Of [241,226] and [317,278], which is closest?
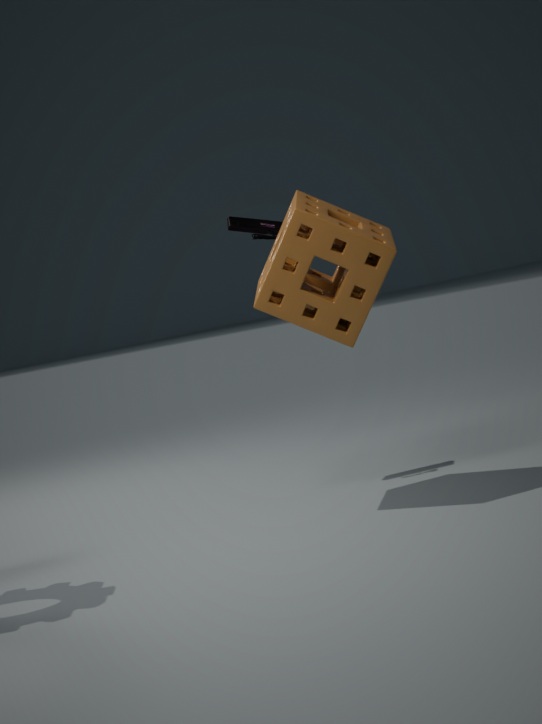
[317,278]
